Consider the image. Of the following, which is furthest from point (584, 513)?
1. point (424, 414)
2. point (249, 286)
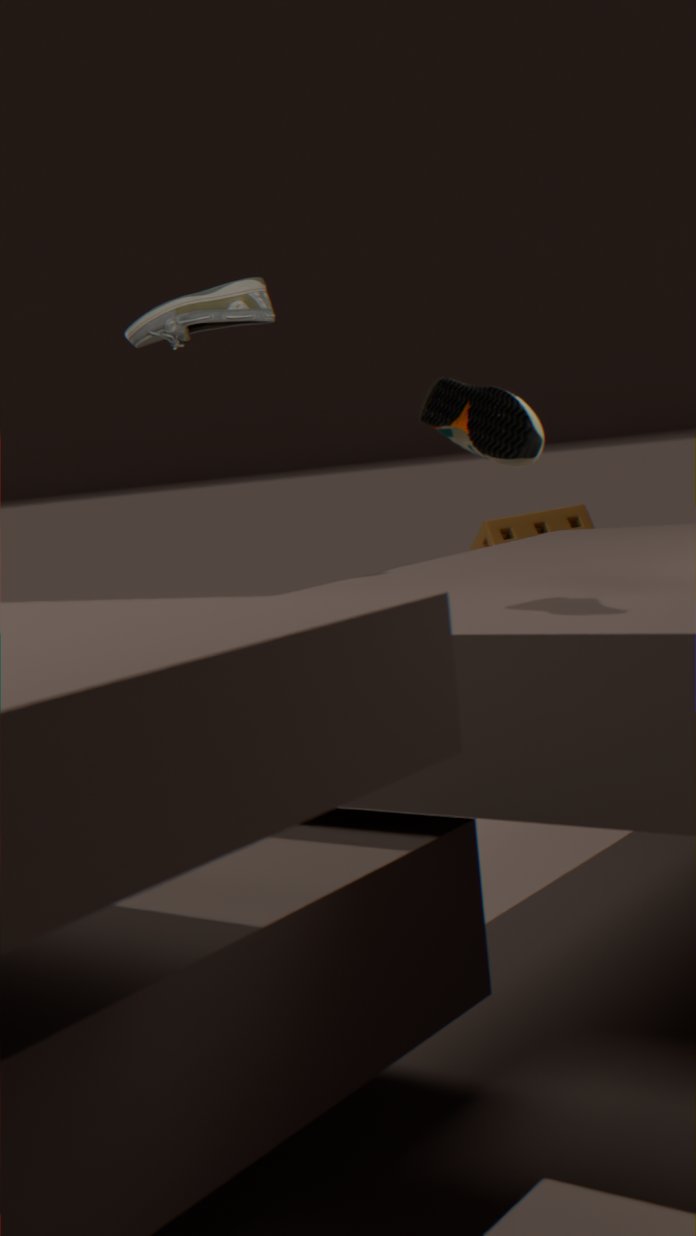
point (424, 414)
